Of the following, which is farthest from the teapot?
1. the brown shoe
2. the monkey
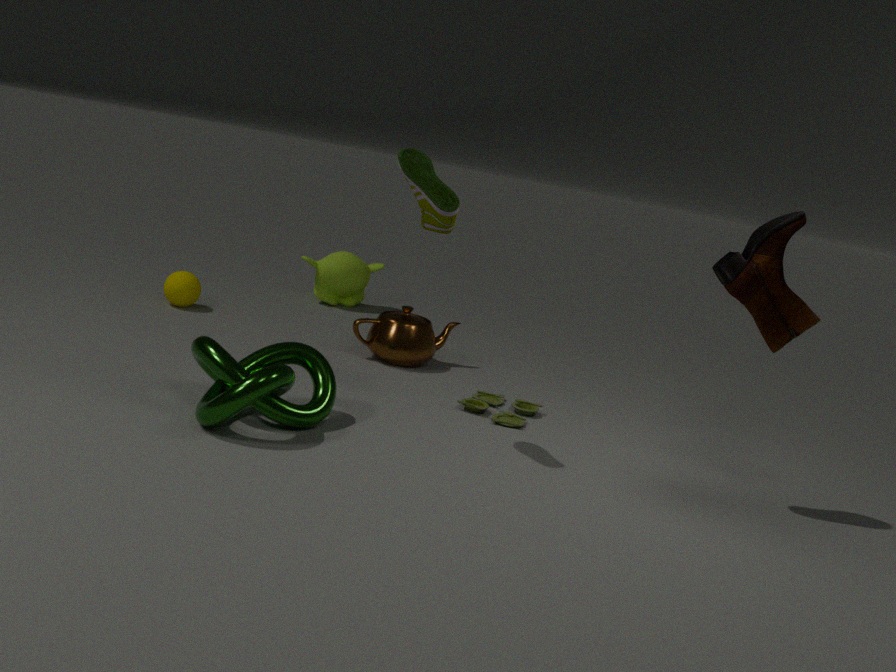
the brown shoe
